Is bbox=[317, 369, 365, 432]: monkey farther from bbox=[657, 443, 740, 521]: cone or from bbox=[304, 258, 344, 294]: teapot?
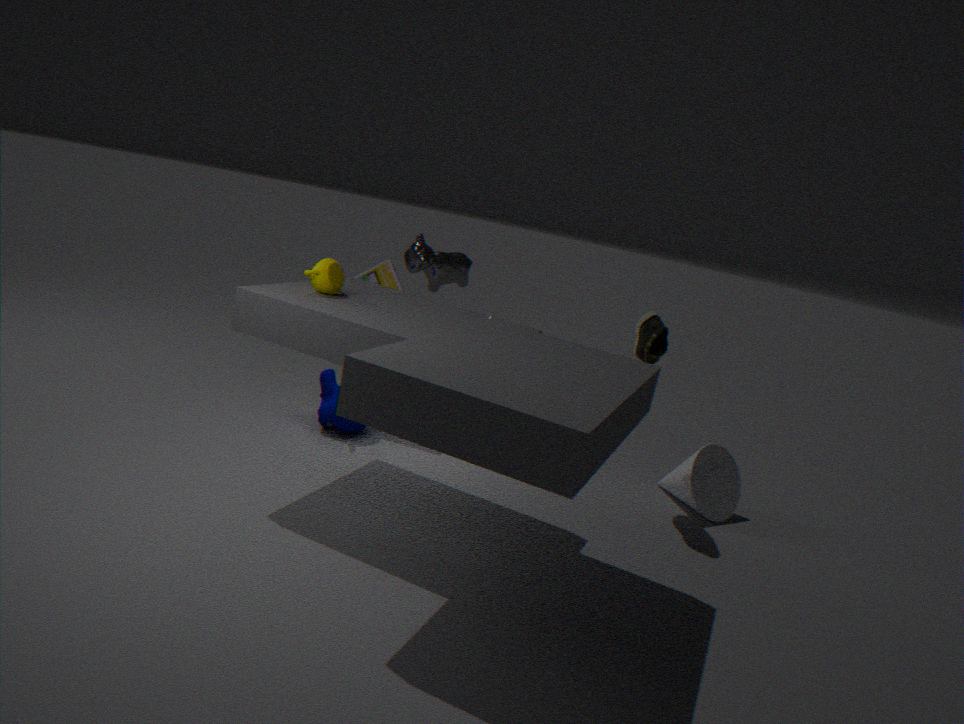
bbox=[657, 443, 740, 521]: cone
